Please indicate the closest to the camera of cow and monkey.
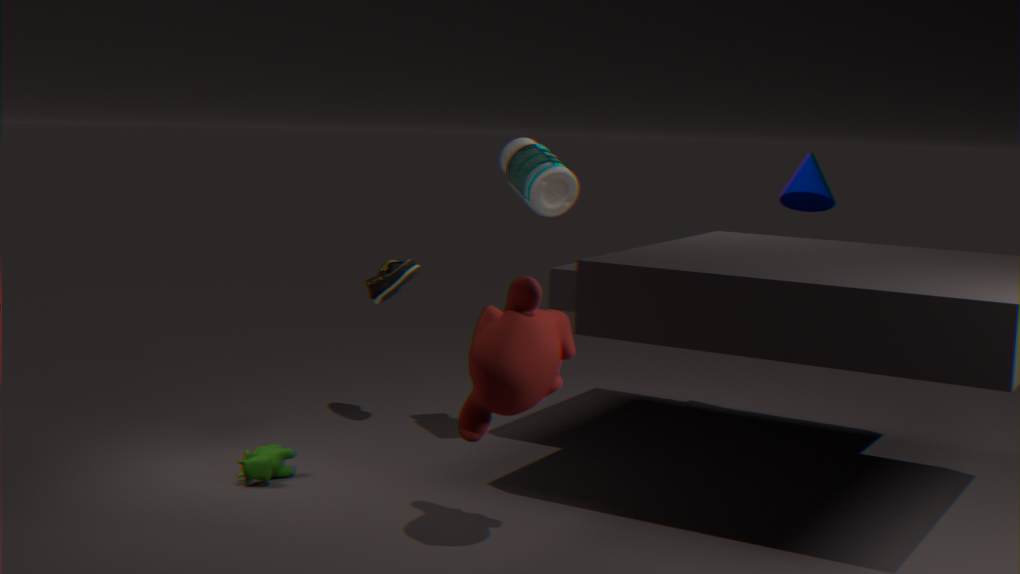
monkey
